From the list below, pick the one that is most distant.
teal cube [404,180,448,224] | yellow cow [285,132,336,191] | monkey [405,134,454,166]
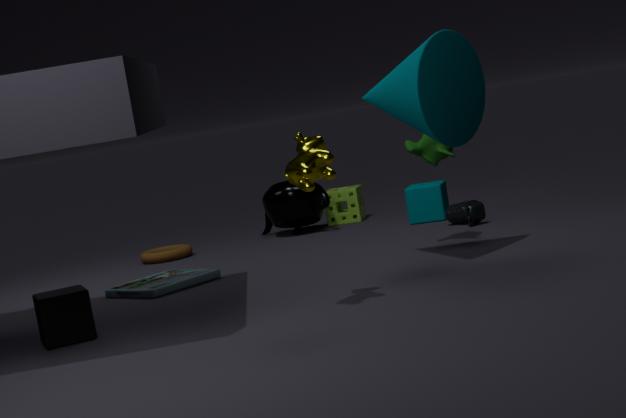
teal cube [404,180,448,224]
